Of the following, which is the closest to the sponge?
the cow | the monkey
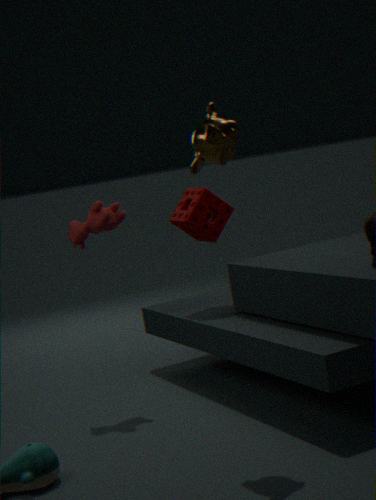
the cow
